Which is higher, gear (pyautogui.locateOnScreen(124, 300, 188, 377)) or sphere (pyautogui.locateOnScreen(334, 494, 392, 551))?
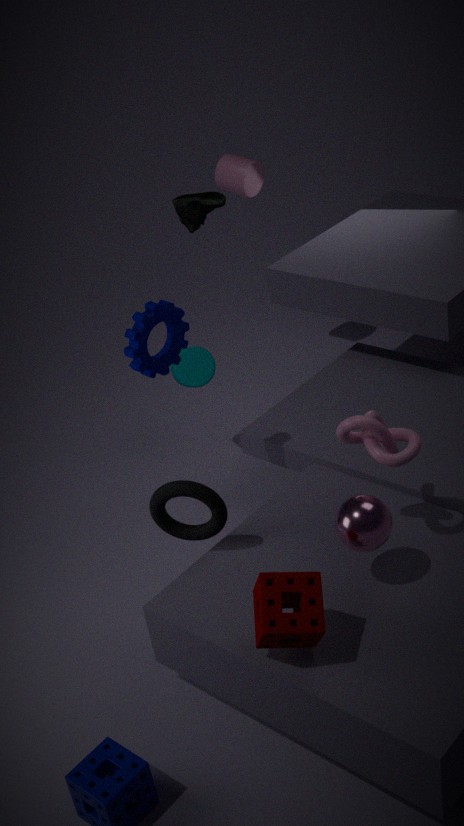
gear (pyautogui.locateOnScreen(124, 300, 188, 377))
